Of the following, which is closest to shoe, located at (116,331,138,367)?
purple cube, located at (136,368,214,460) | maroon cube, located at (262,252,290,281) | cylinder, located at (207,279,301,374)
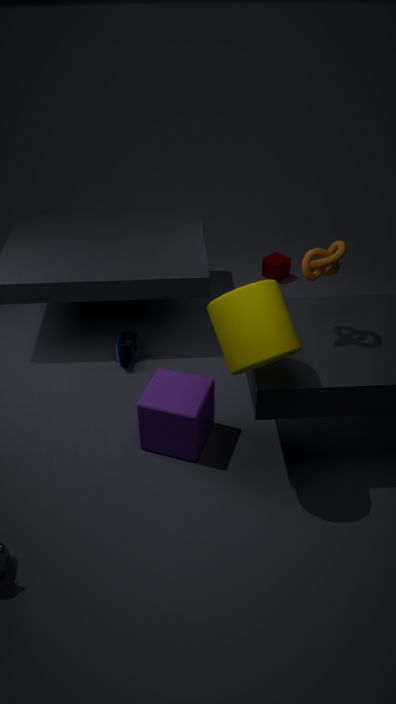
purple cube, located at (136,368,214,460)
